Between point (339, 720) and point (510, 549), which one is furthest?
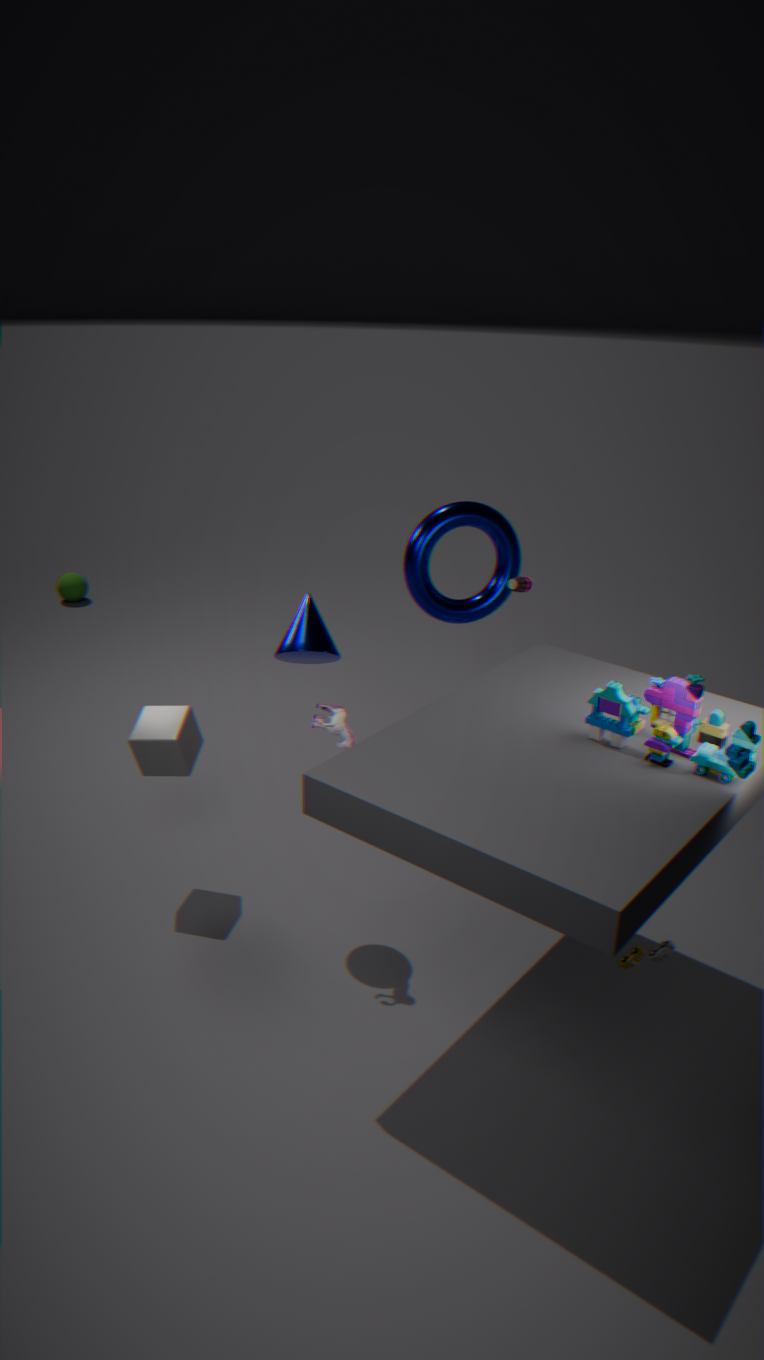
point (510, 549)
